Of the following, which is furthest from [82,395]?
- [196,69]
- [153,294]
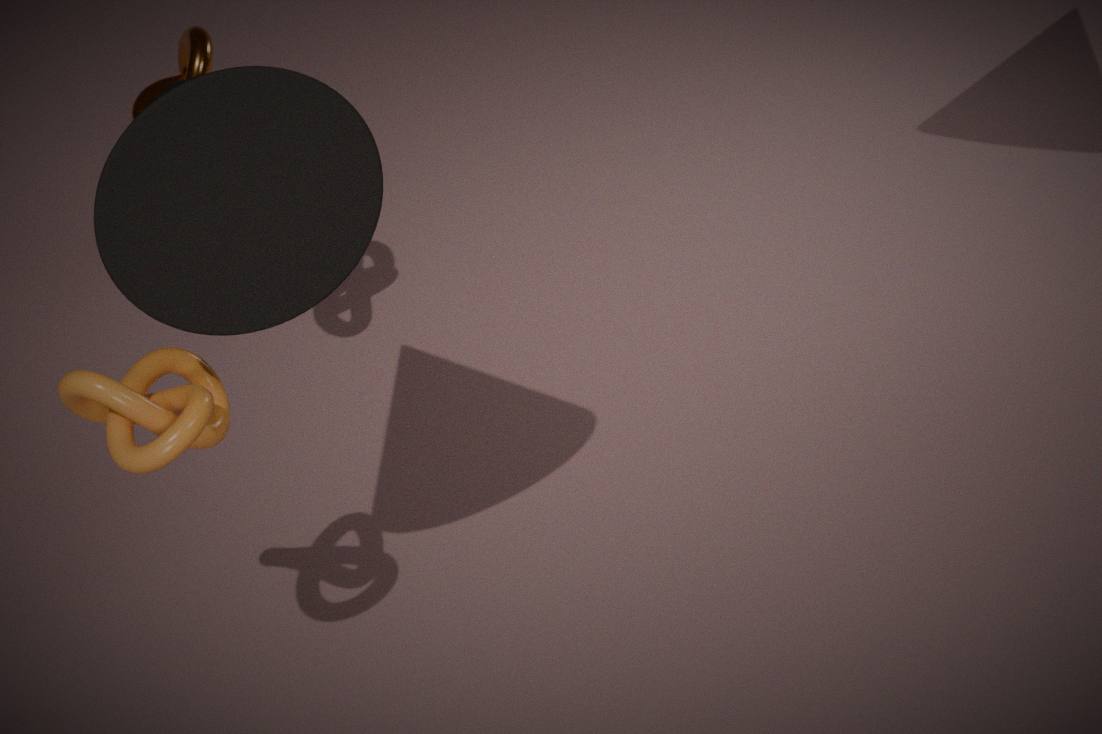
[196,69]
